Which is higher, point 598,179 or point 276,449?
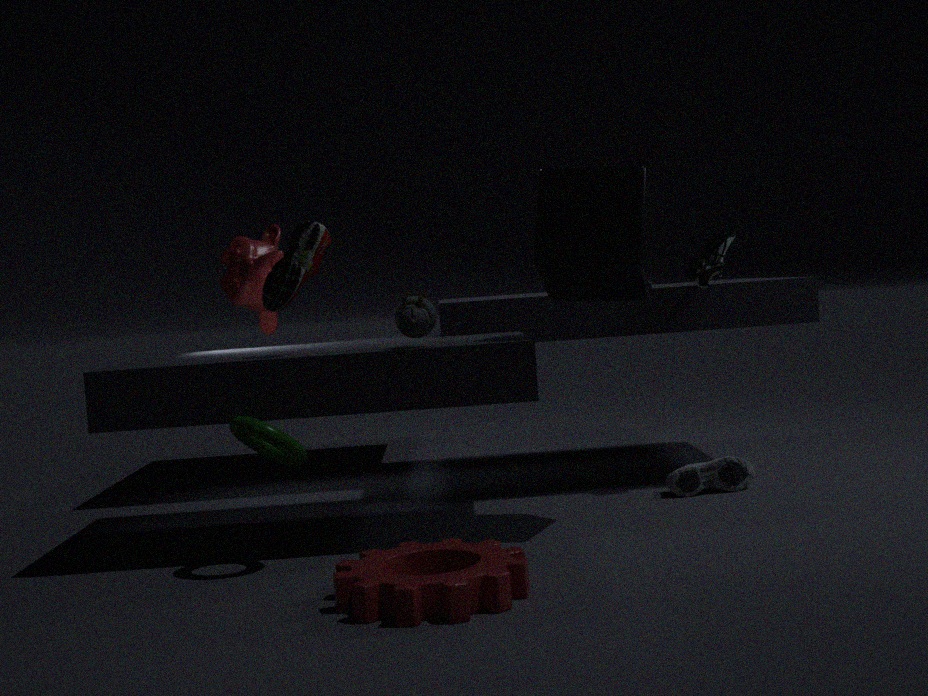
point 598,179
